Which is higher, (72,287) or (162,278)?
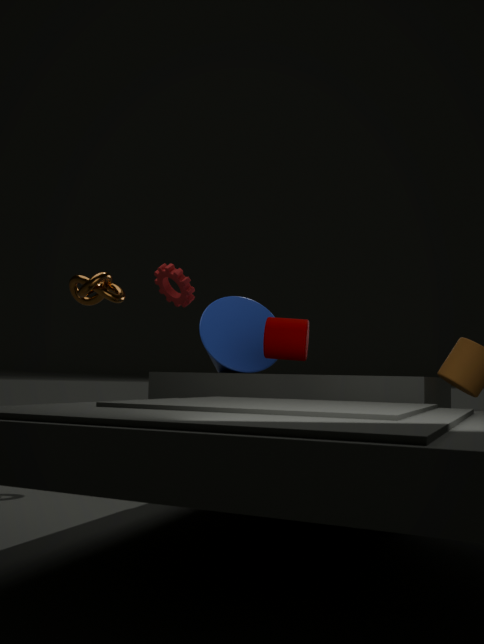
(162,278)
